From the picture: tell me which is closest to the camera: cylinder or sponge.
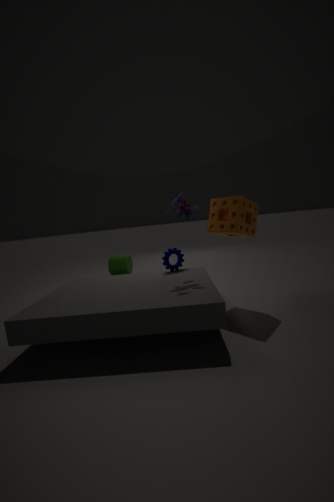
sponge
